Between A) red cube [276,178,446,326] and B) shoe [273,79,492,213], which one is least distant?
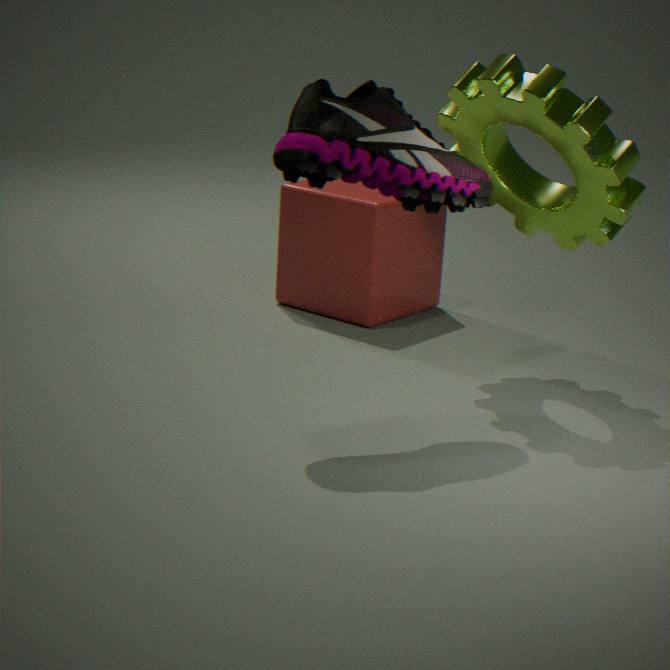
B. shoe [273,79,492,213]
